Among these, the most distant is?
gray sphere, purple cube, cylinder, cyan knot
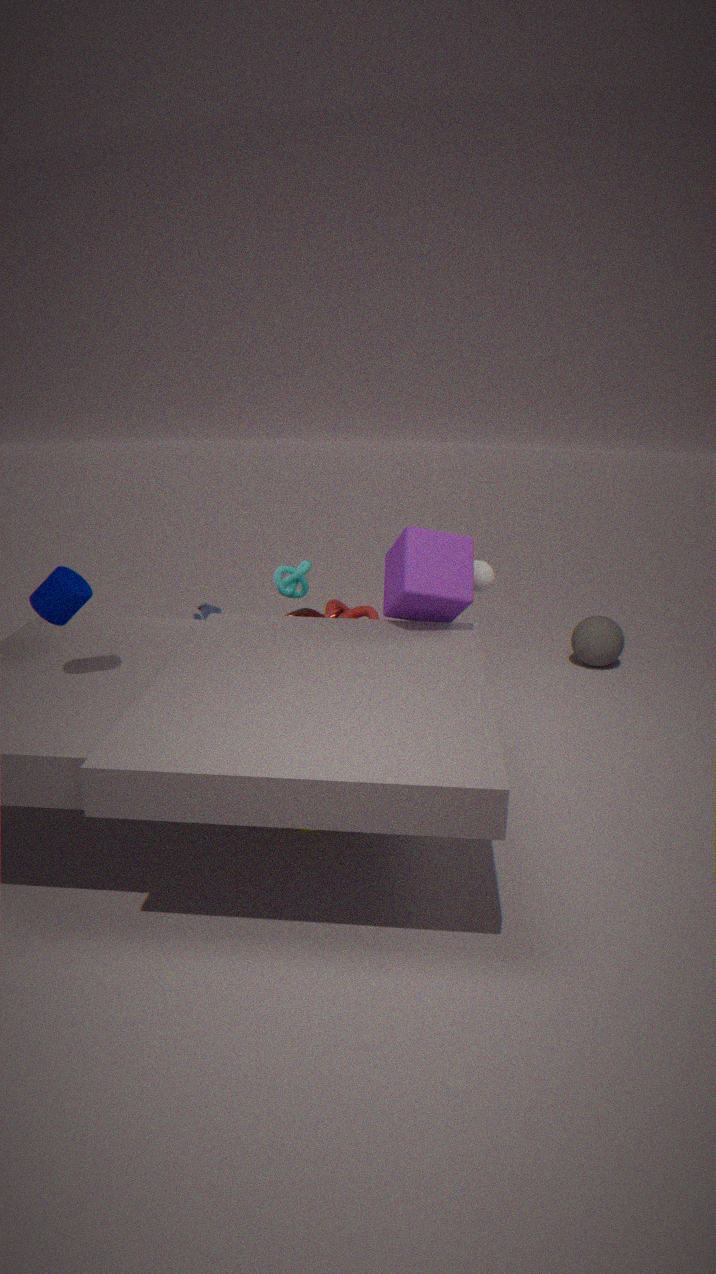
gray sphere
